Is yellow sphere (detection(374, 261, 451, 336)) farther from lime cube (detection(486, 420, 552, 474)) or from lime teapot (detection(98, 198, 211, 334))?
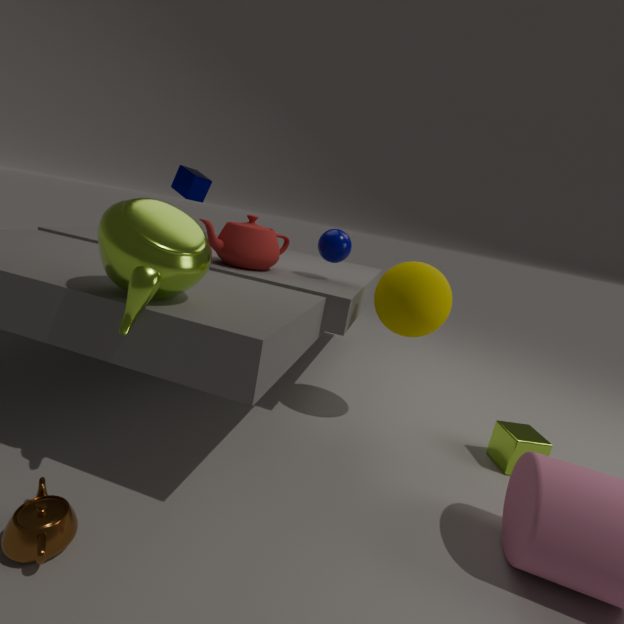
lime teapot (detection(98, 198, 211, 334))
